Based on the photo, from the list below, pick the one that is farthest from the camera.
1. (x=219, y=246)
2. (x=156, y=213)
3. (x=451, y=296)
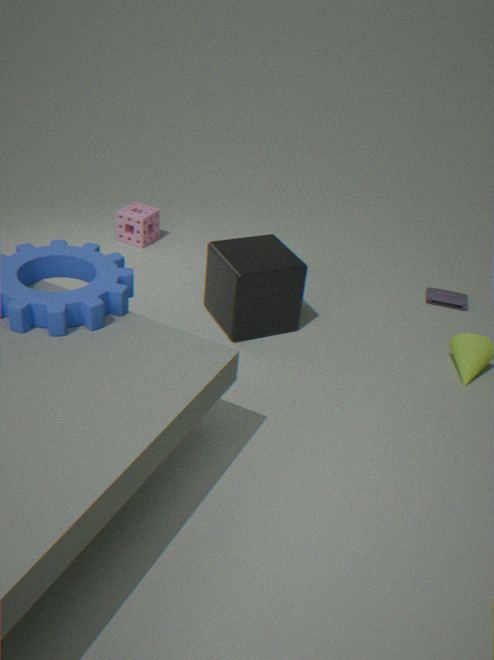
(x=156, y=213)
